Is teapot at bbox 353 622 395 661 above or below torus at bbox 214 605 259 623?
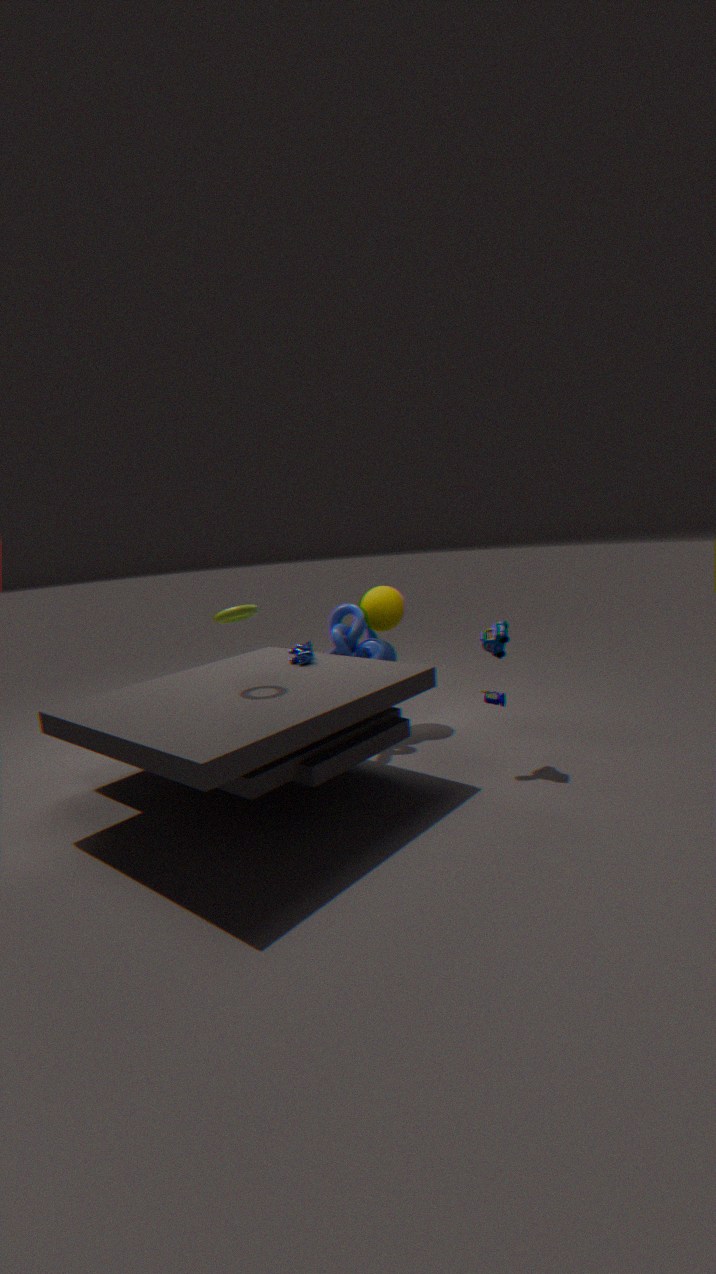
below
